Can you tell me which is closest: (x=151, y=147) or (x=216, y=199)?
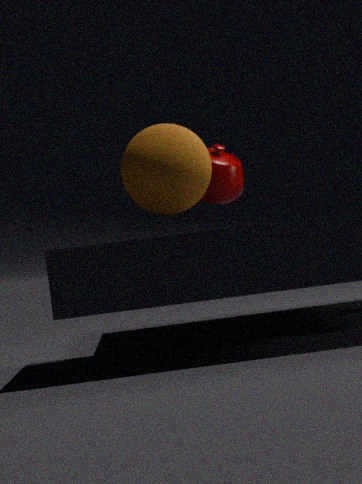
(x=151, y=147)
